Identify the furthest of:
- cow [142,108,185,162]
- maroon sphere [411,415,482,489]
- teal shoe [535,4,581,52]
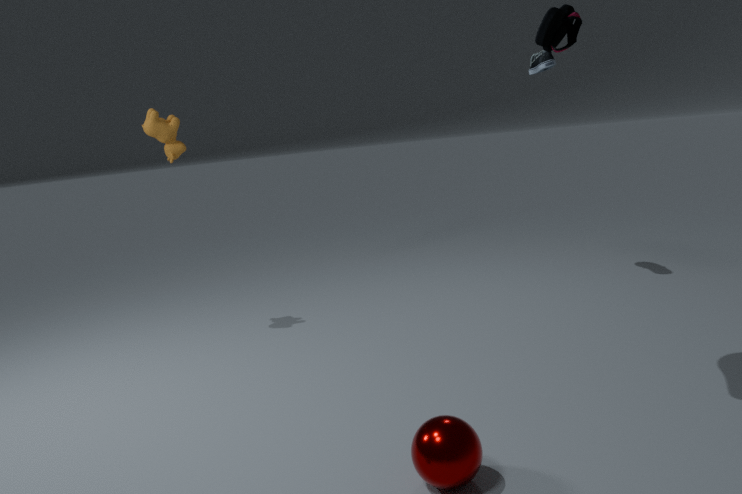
cow [142,108,185,162]
